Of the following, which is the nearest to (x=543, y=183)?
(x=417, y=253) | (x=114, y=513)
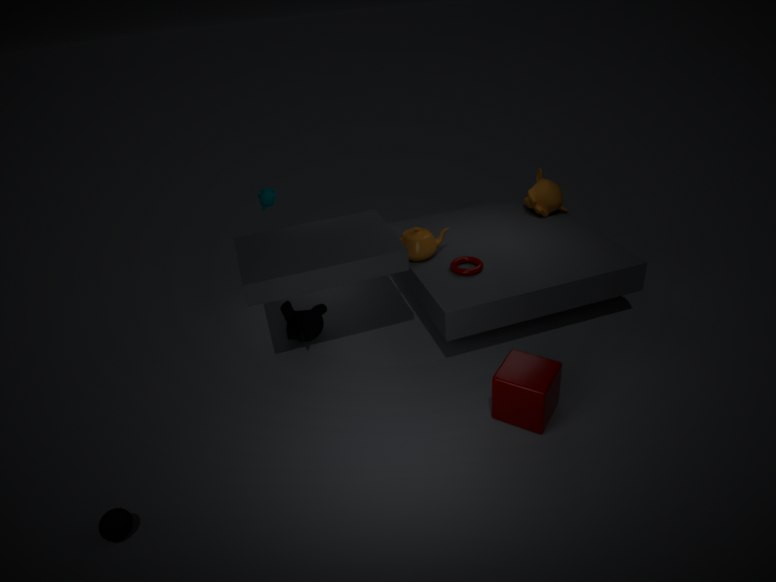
(x=417, y=253)
